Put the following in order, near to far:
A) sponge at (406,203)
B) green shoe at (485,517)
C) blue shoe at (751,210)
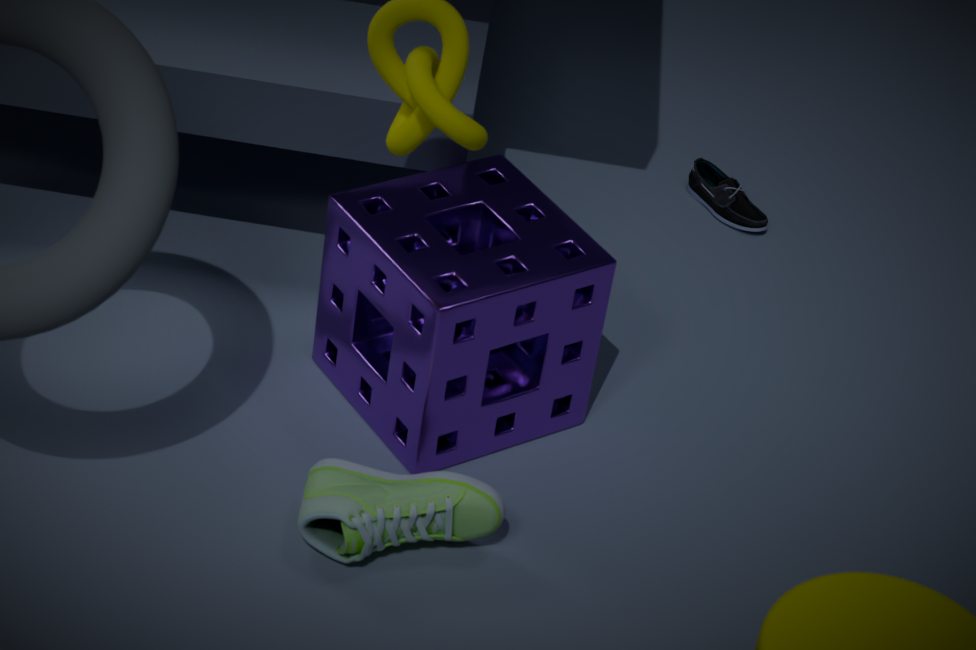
green shoe at (485,517)
sponge at (406,203)
blue shoe at (751,210)
